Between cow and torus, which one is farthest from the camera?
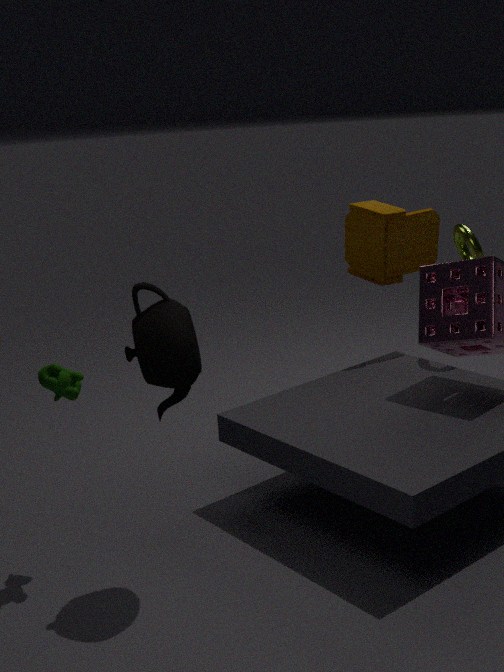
torus
